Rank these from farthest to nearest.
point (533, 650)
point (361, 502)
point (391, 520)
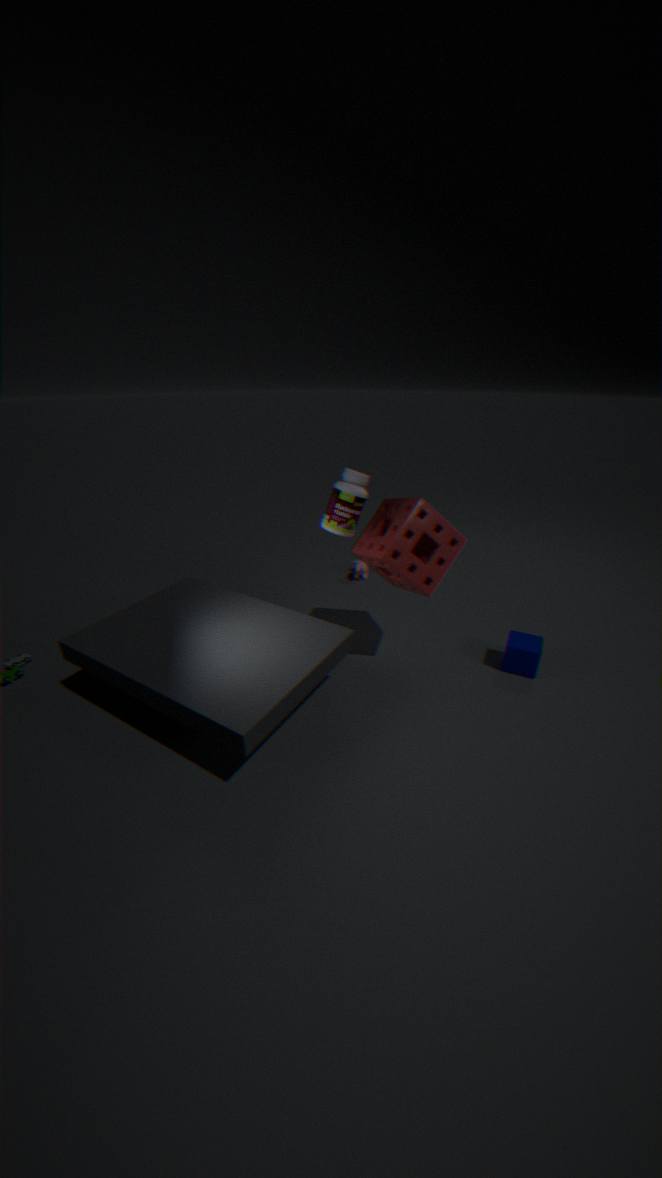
point (533, 650)
point (391, 520)
point (361, 502)
